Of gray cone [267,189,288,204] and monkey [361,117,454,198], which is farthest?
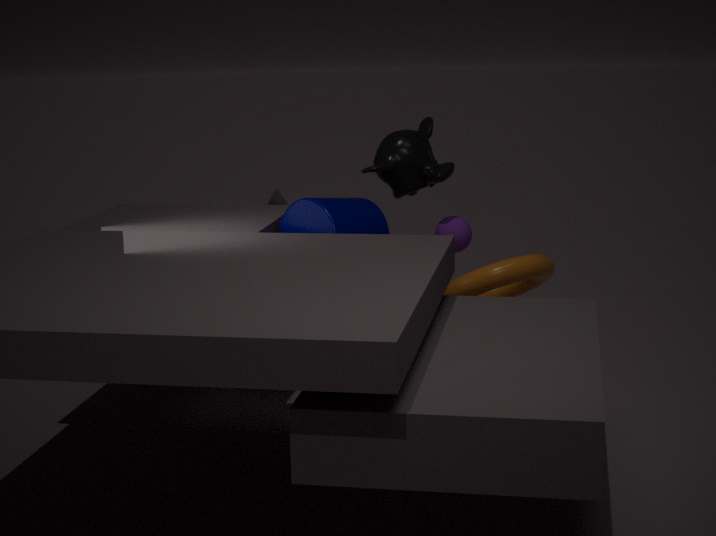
gray cone [267,189,288,204]
